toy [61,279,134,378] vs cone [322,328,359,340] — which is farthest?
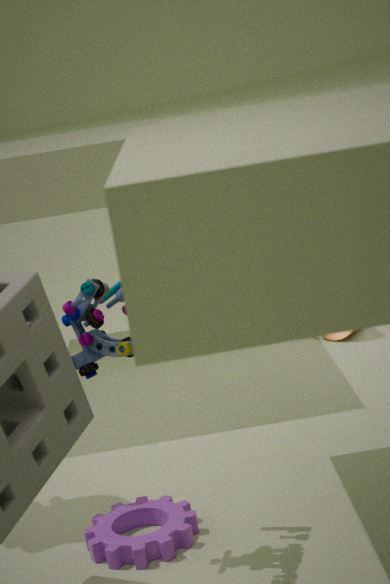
toy [61,279,134,378]
